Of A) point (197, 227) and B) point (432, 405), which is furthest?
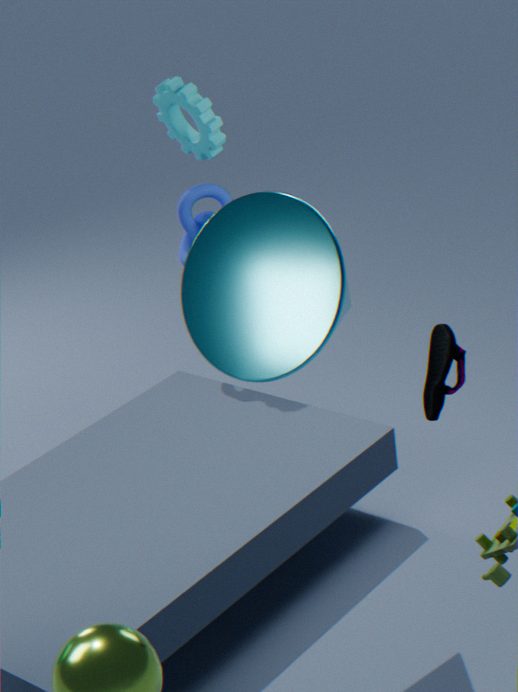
A. point (197, 227)
